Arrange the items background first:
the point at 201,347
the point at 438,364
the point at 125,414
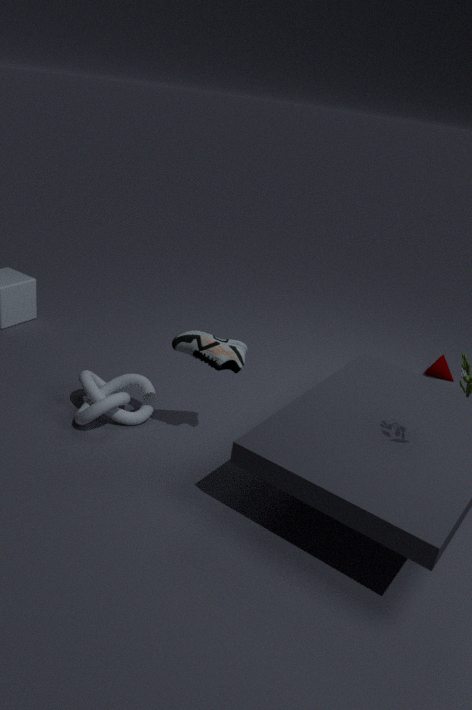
1. the point at 438,364
2. the point at 125,414
3. the point at 201,347
